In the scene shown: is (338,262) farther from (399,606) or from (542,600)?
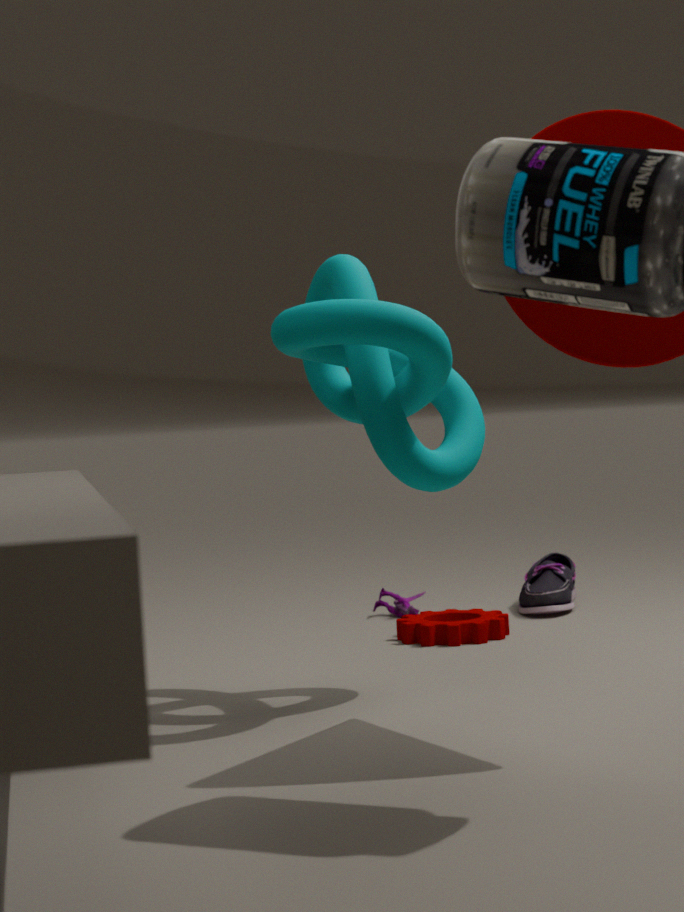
(542,600)
